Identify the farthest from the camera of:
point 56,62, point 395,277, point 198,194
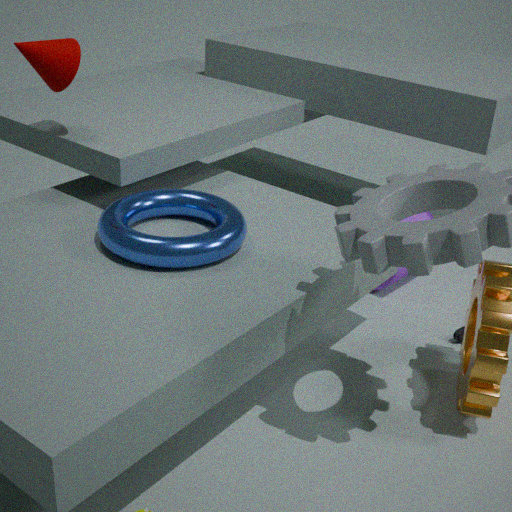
point 395,277
